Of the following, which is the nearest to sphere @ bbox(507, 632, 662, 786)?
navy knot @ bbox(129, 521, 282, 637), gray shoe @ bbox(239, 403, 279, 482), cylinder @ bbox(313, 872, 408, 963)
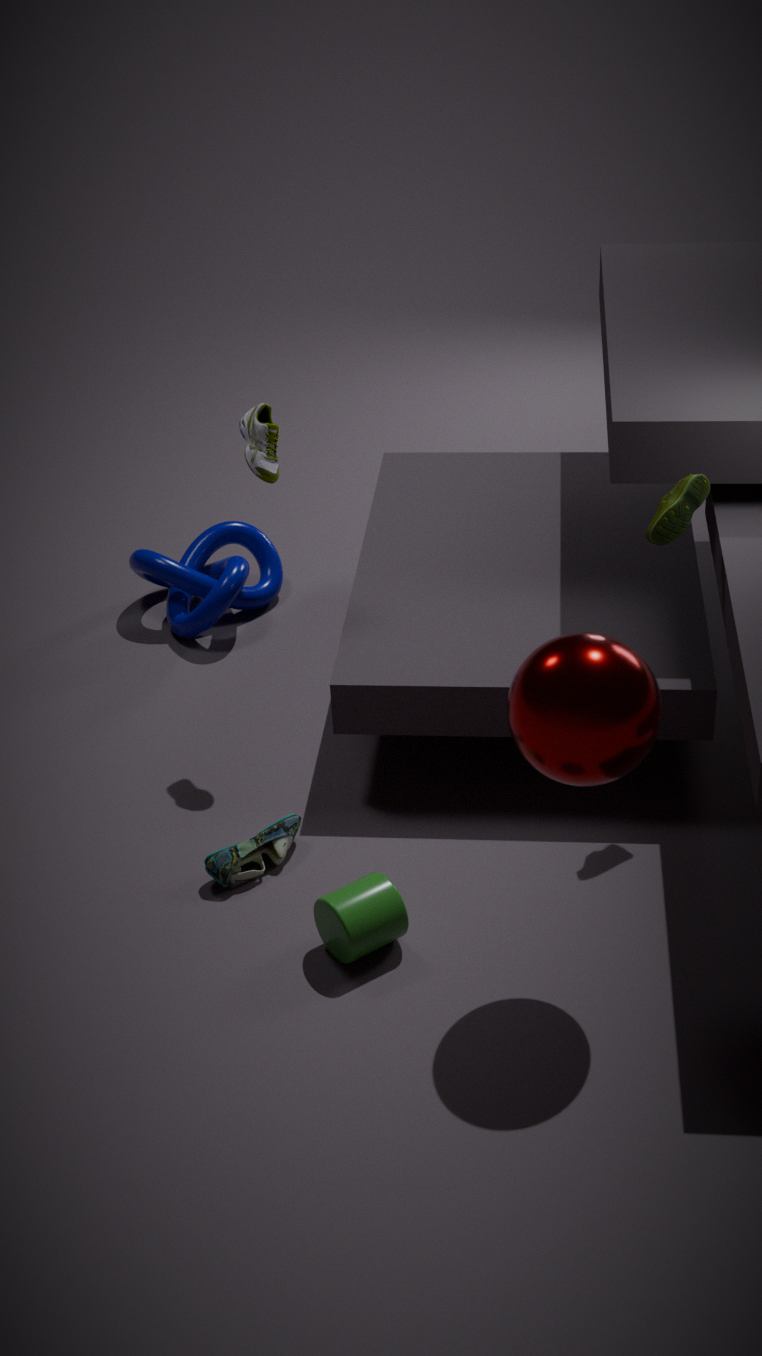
cylinder @ bbox(313, 872, 408, 963)
